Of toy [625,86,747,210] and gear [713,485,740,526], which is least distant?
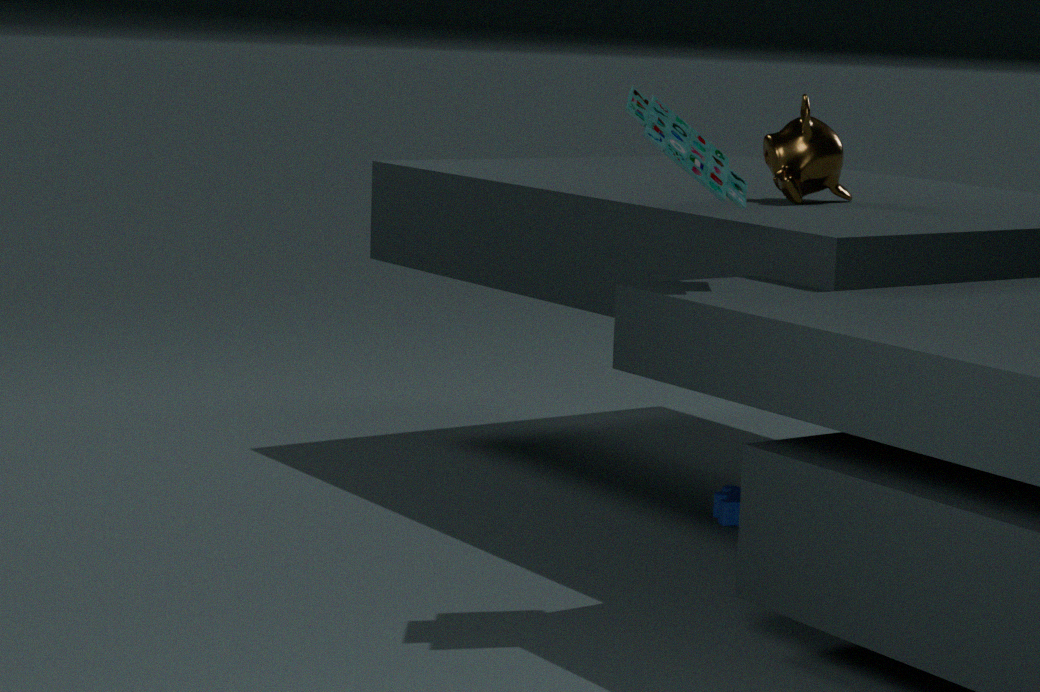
toy [625,86,747,210]
